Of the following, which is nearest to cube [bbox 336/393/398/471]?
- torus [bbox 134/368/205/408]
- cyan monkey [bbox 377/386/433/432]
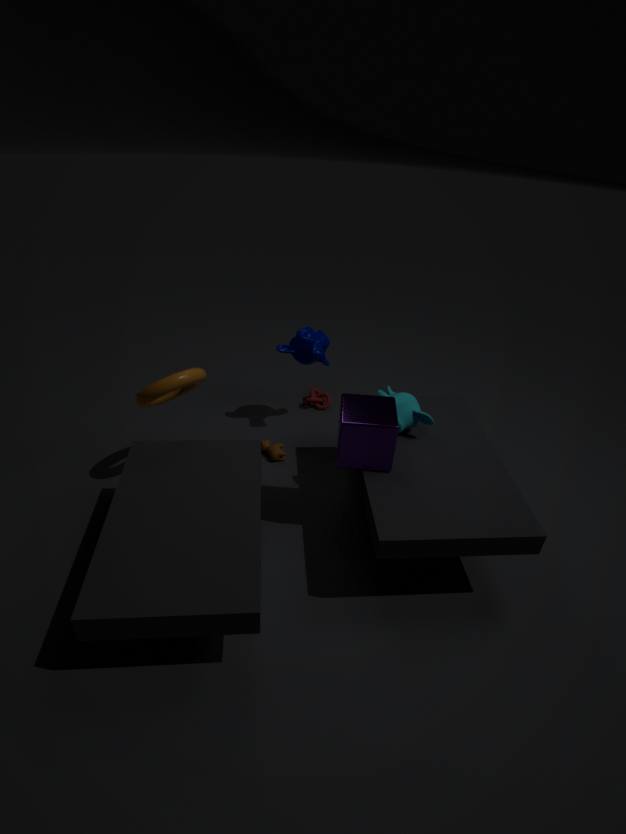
cyan monkey [bbox 377/386/433/432]
